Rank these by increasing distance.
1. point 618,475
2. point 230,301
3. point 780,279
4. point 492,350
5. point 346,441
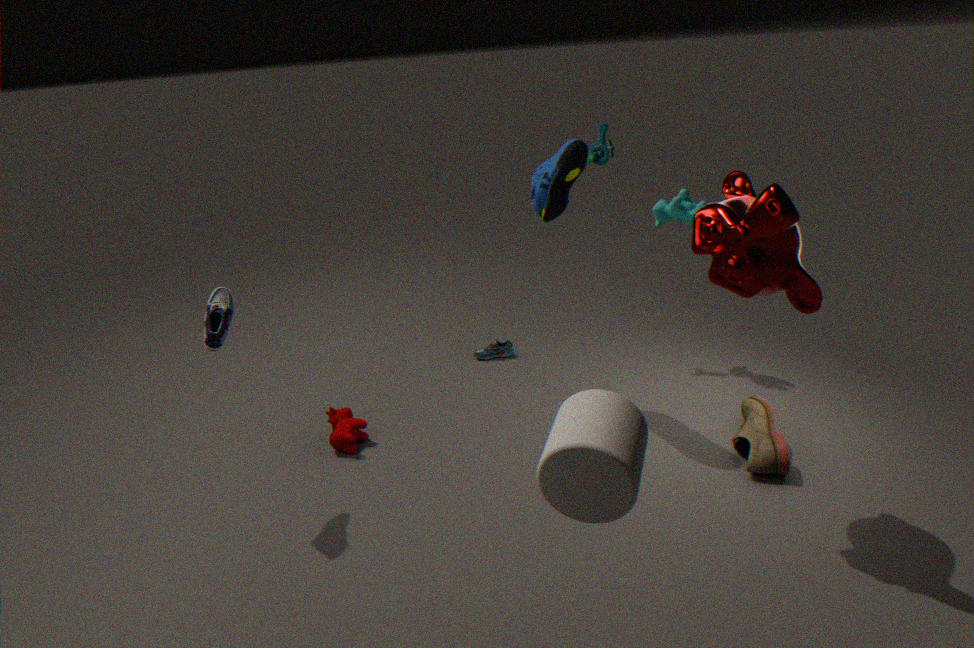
point 618,475, point 780,279, point 230,301, point 346,441, point 492,350
